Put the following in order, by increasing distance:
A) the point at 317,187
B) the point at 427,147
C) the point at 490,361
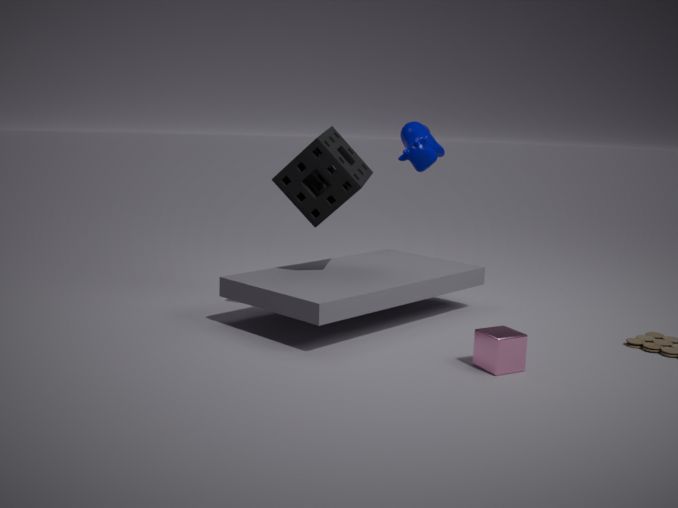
1. the point at 490,361
2. the point at 317,187
3. the point at 427,147
